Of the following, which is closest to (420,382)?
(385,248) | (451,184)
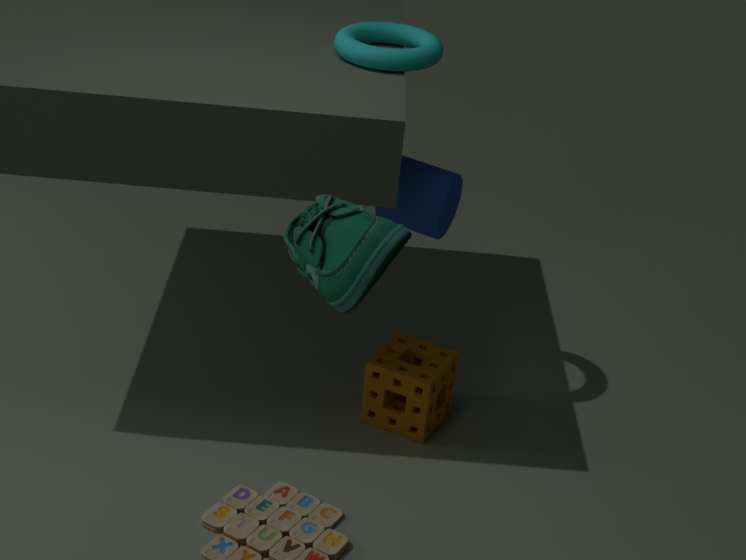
(451,184)
